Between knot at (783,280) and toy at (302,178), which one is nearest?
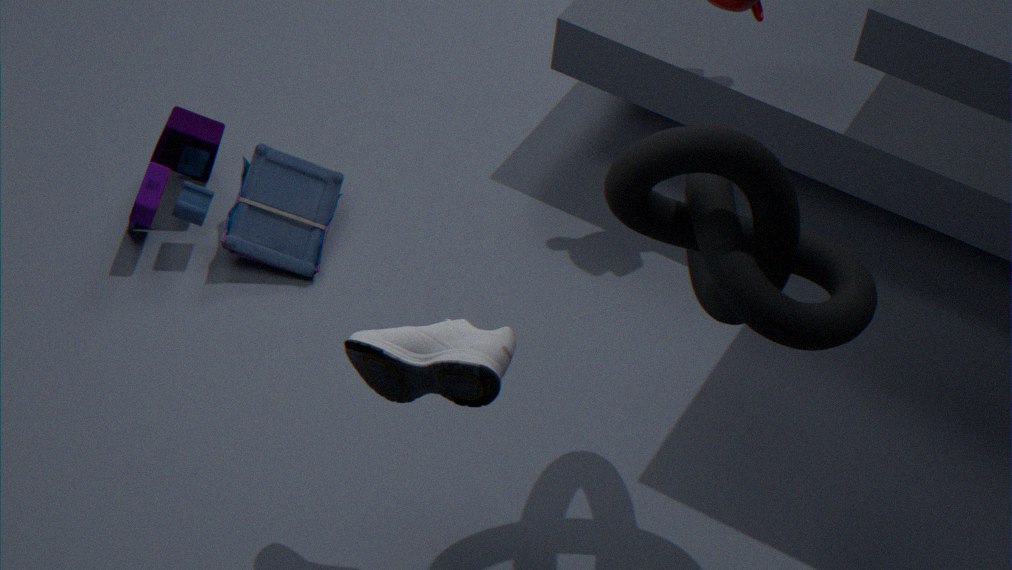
knot at (783,280)
